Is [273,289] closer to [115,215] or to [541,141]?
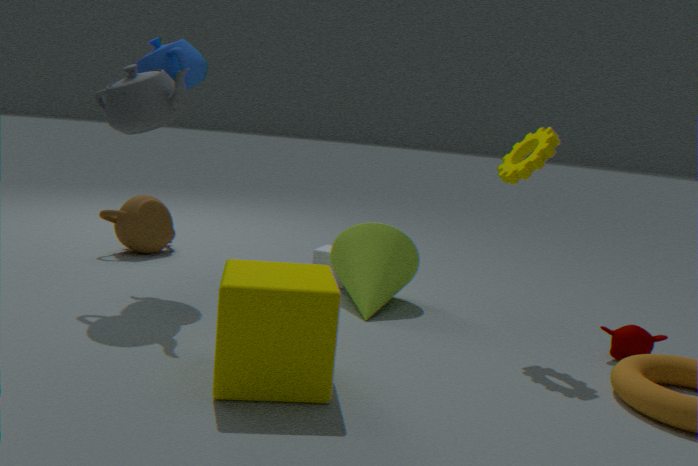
[541,141]
